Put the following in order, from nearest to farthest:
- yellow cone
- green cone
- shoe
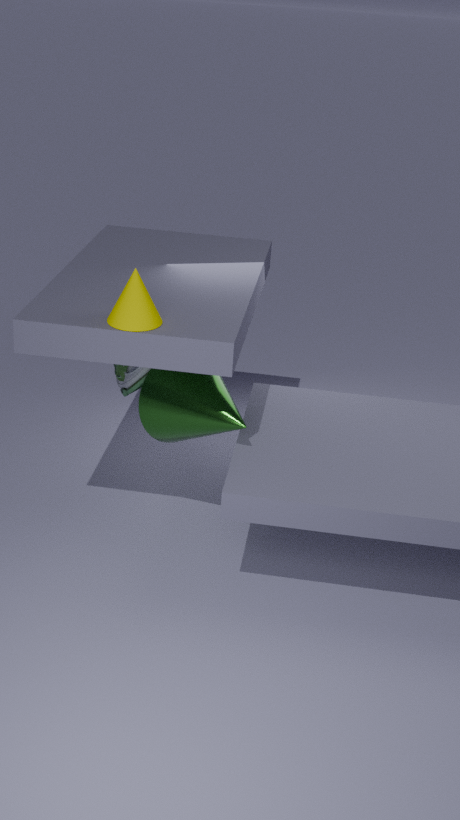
yellow cone → green cone → shoe
